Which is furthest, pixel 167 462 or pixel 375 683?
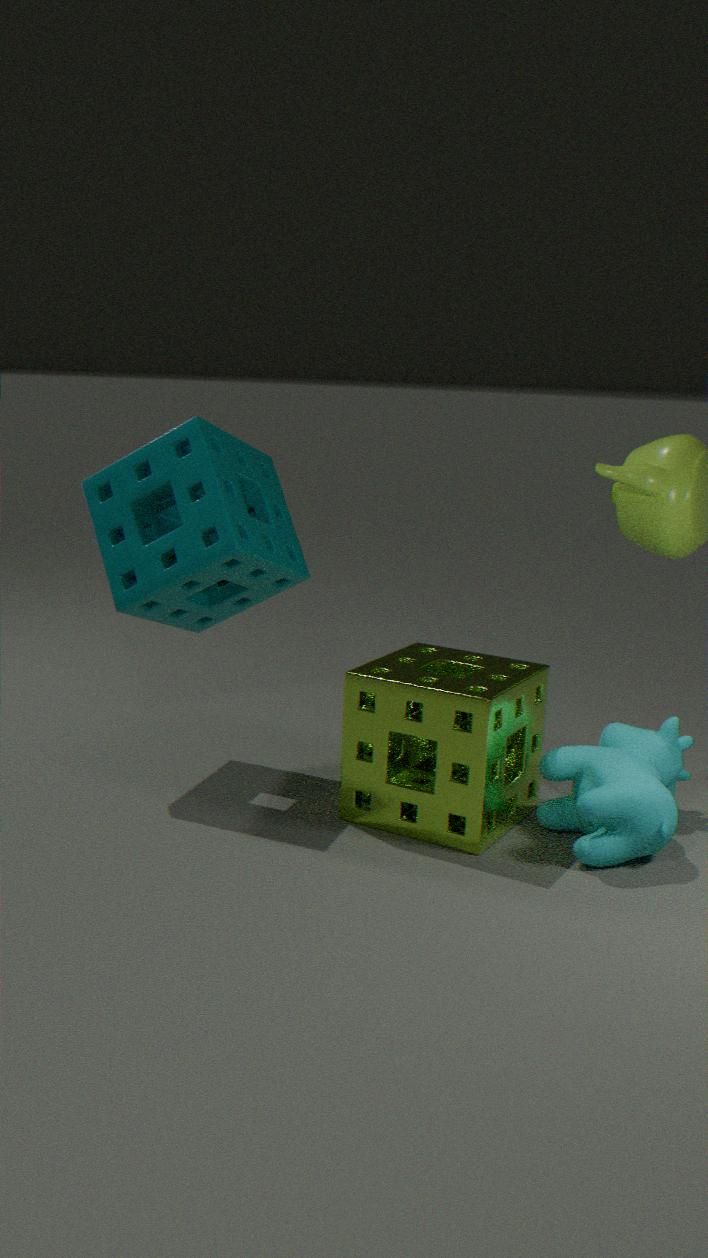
pixel 167 462
